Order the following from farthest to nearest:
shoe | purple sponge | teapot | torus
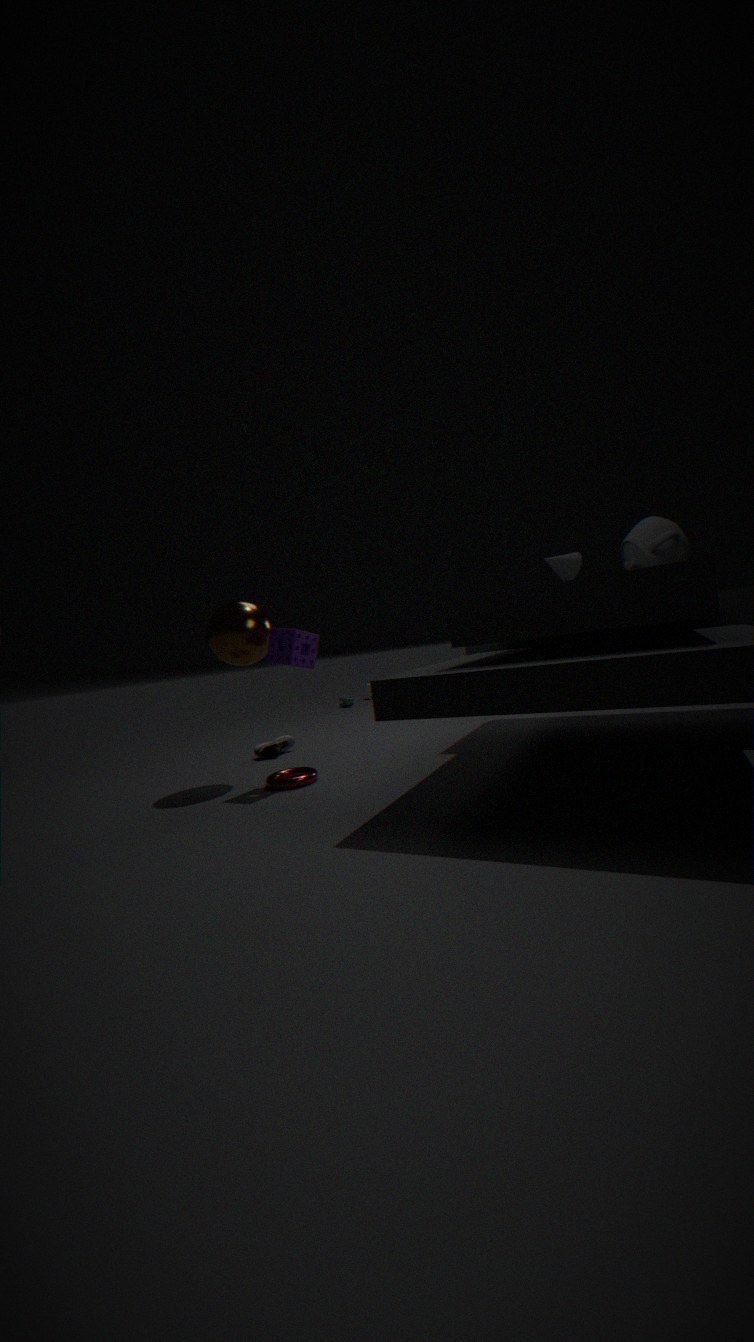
shoe
purple sponge
torus
teapot
